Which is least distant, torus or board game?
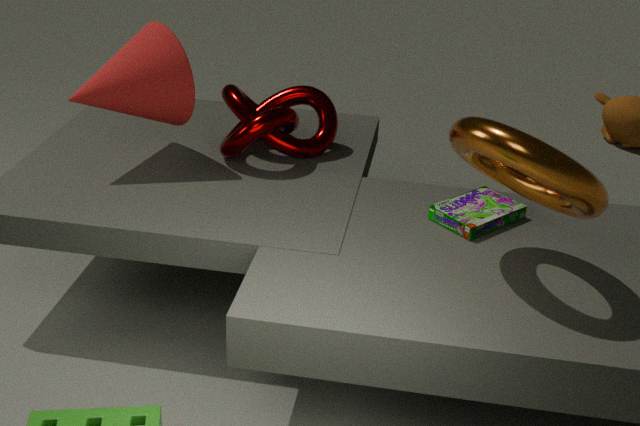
torus
